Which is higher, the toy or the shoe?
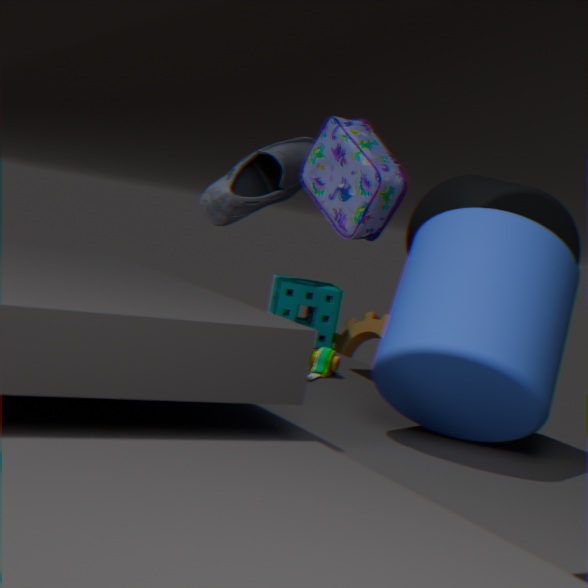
the shoe
